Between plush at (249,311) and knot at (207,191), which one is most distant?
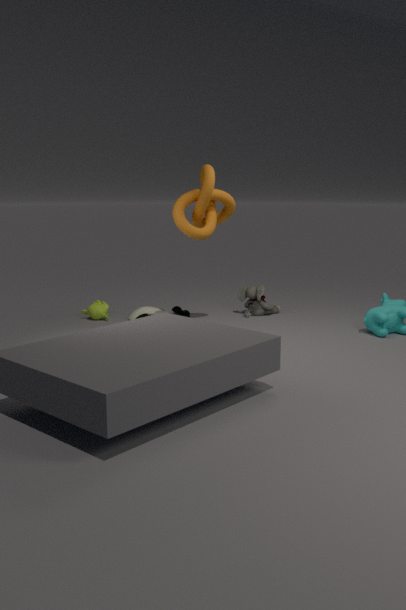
plush at (249,311)
